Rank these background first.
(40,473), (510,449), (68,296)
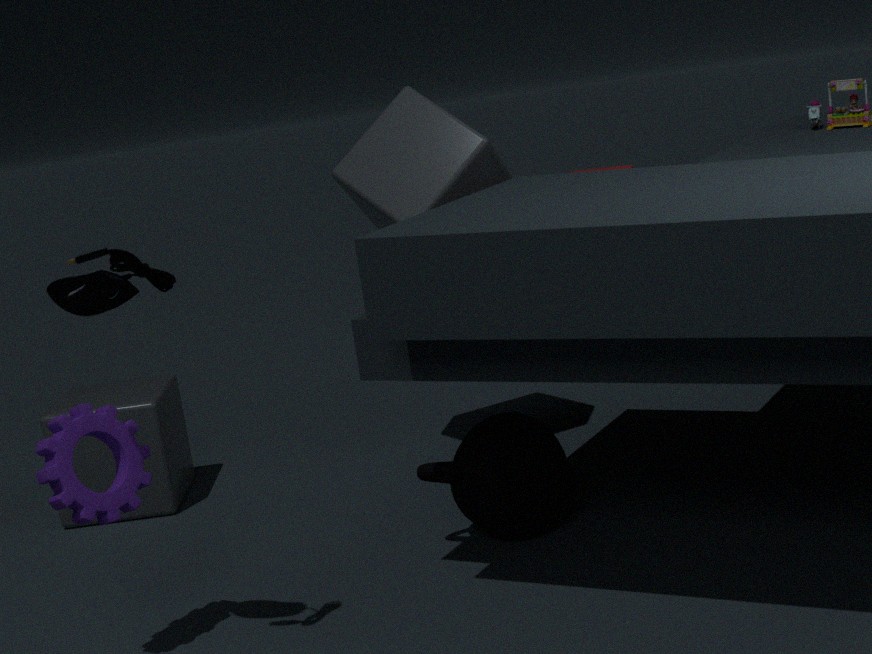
(510,449)
(40,473)
(68,296)
